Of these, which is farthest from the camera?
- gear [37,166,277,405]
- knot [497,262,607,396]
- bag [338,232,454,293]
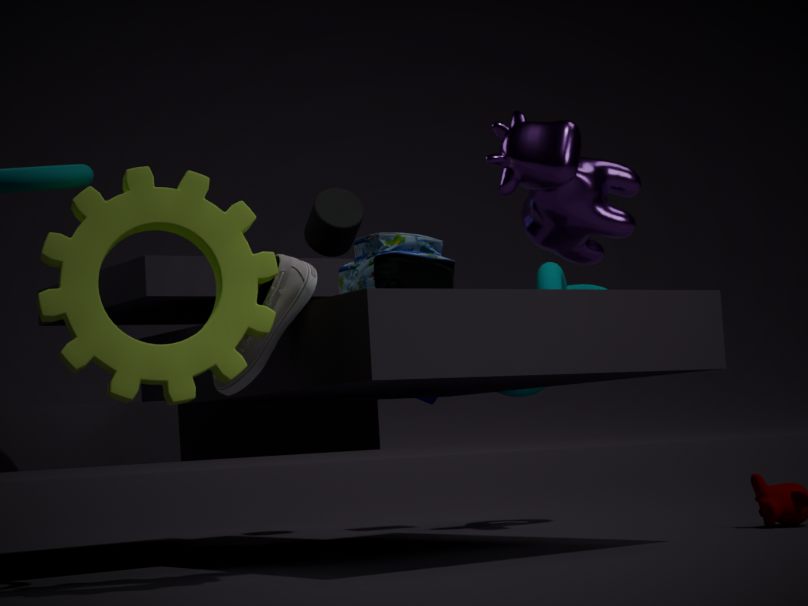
knot [497,262,607,396]
